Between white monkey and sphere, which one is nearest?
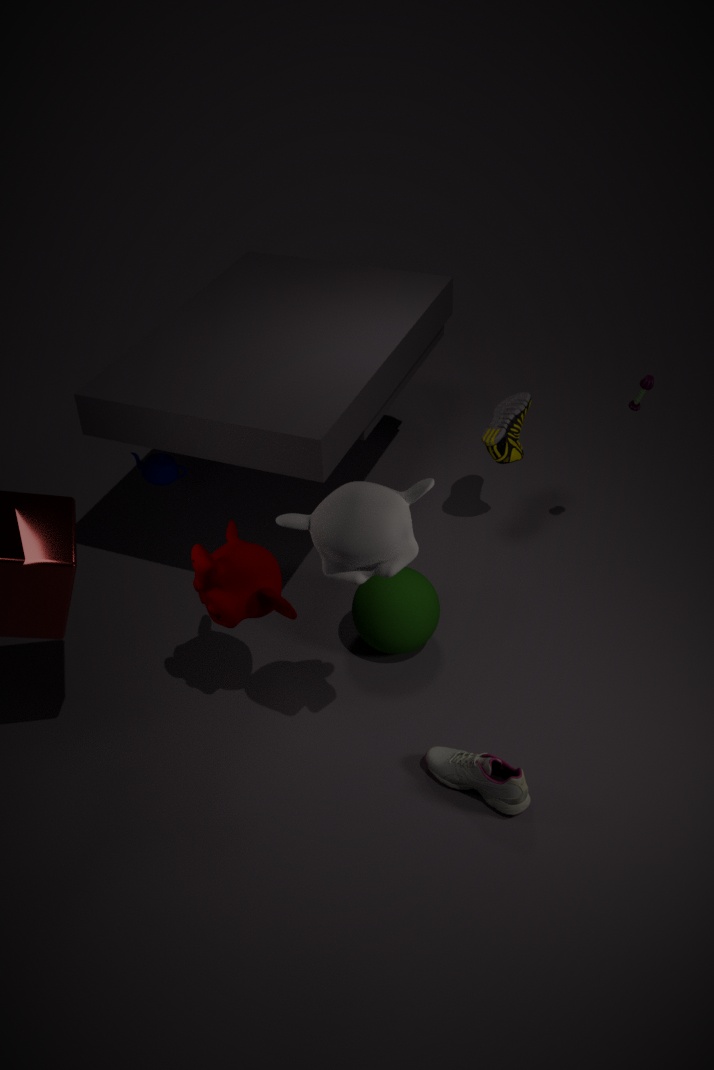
white monkey
